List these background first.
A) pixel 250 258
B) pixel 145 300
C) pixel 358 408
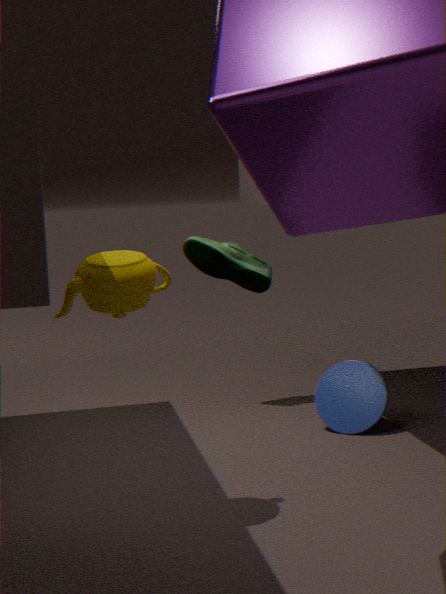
pixel 250 258 → pixel 358 408 → pixel 145 300
